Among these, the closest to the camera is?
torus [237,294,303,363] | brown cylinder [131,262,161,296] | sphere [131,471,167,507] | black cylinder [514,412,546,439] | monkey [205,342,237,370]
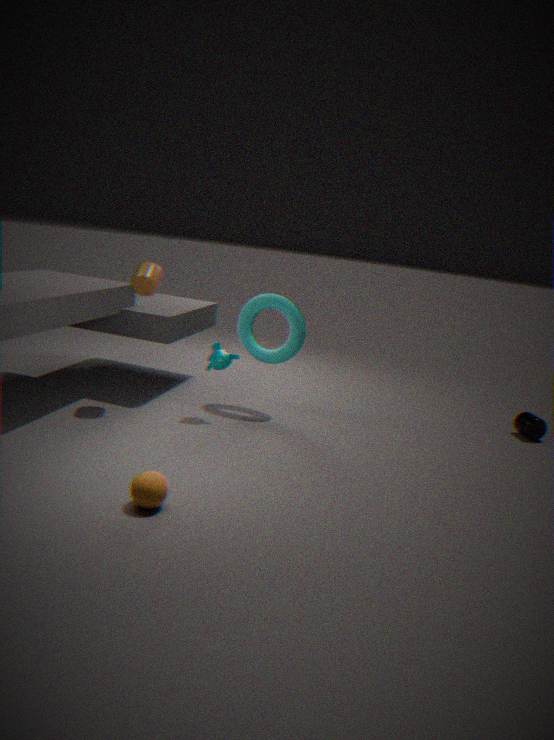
sphere [131,471,167,507]
